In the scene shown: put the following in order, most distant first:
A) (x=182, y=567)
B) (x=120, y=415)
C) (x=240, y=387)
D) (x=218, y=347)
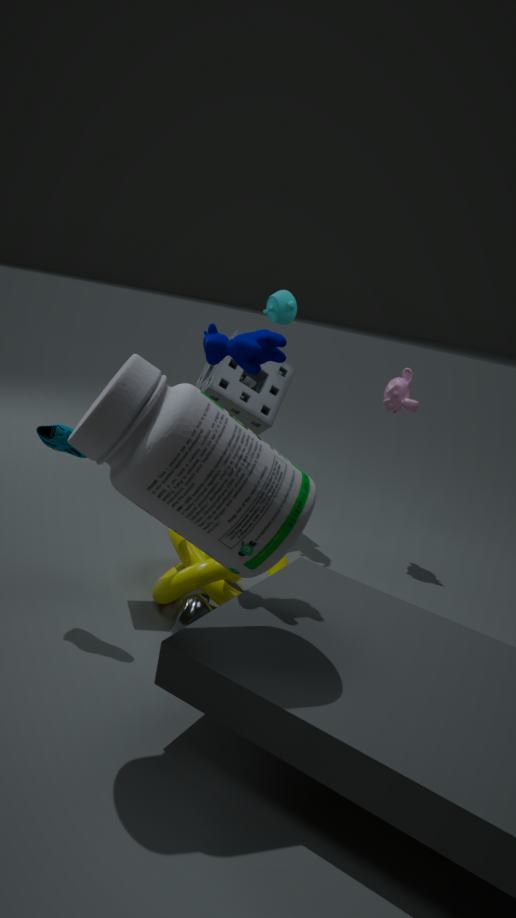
(x=240, y=387)
(x=182, y=567)
(x=218, y=347)
(x=120, y=415)
